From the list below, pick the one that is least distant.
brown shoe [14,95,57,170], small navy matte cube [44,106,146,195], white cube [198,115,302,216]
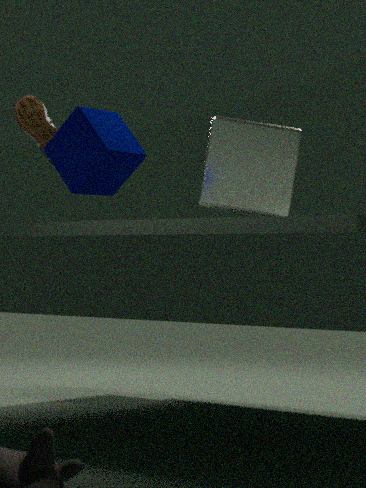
small navy matte cube [44,106,146,195]
